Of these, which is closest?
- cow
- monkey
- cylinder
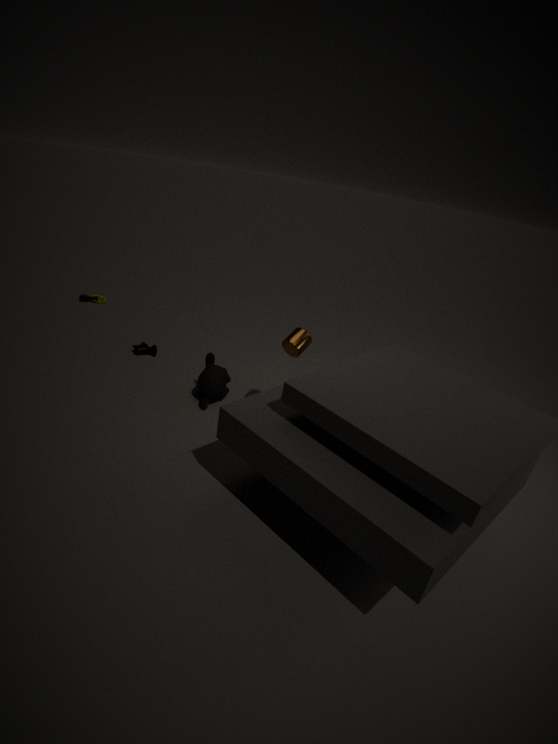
cylinder
